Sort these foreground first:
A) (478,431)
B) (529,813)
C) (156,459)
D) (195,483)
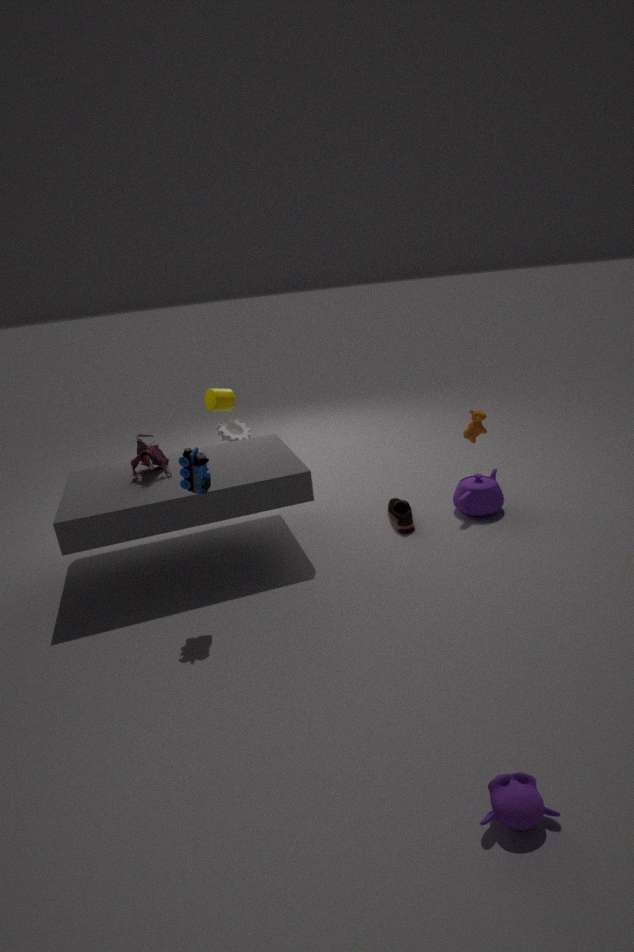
(529,813) → (195,483) → (156,459) → (478,431)
